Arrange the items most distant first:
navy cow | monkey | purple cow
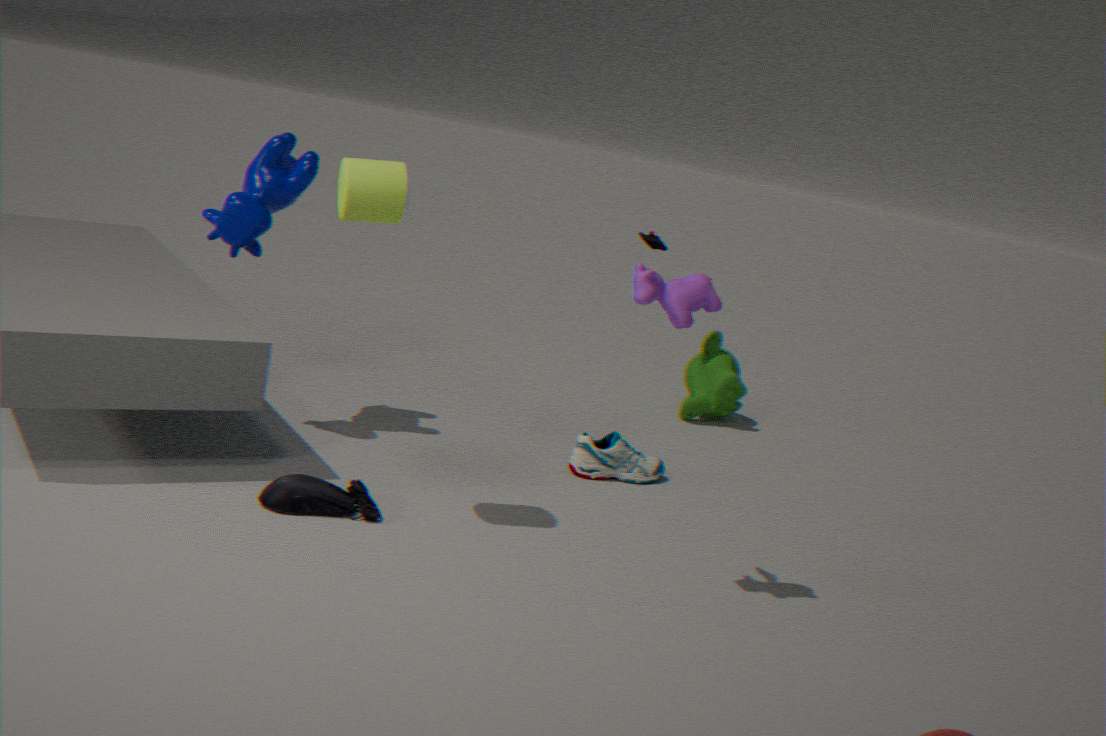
monkey
navy cow
purple cow
